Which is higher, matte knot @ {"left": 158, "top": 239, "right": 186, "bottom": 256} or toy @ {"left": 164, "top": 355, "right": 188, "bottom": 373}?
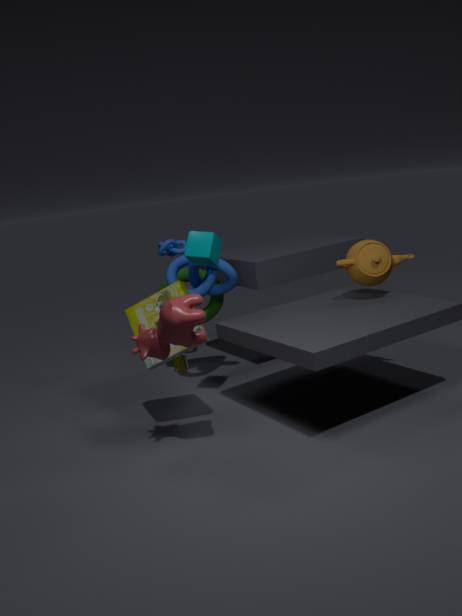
matte knot @ {"left": 158, "top": 239, "right": 186, "bottom": 256}
